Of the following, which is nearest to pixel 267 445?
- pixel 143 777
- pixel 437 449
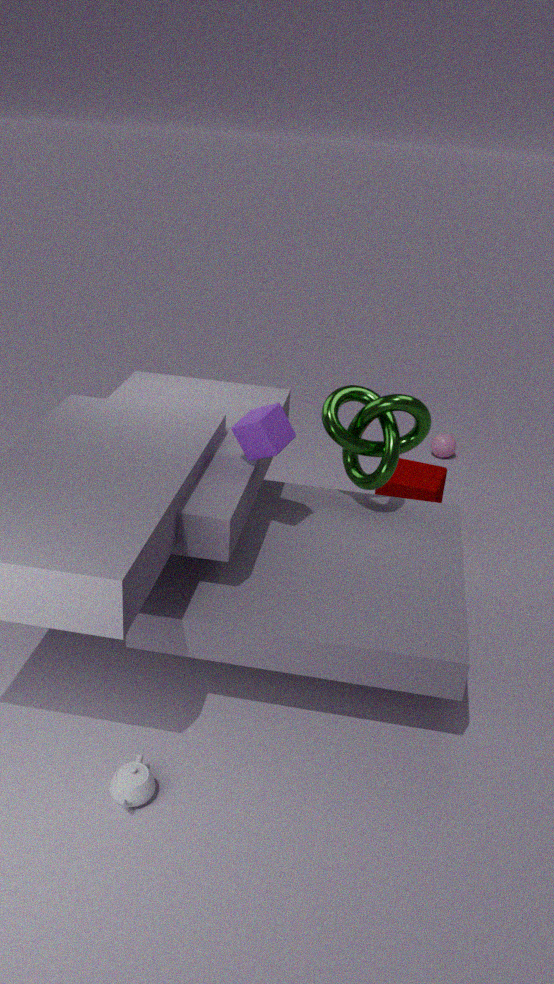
pixel 143 777
